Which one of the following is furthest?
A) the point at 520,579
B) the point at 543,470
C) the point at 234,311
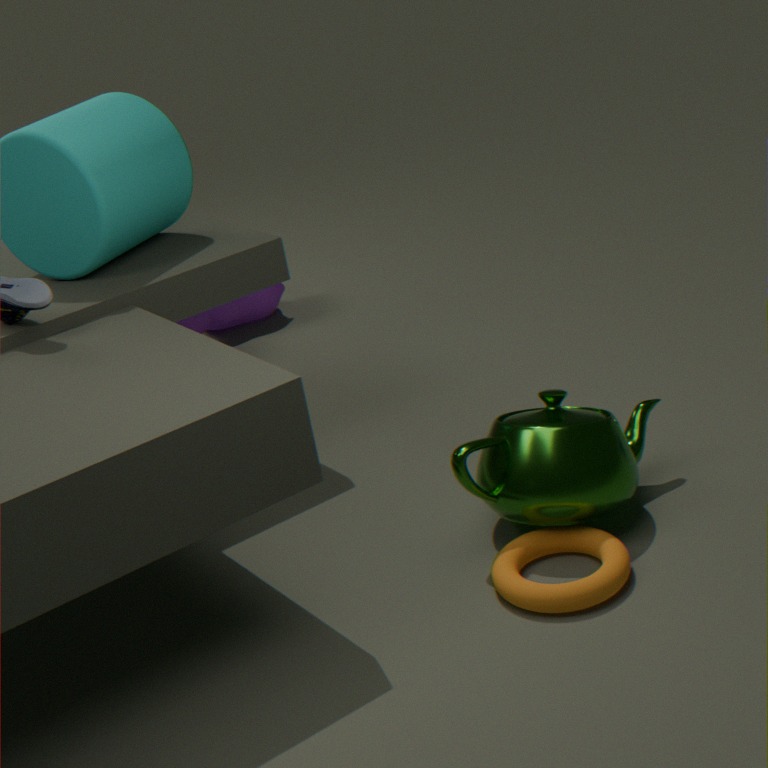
the point at 234,311
